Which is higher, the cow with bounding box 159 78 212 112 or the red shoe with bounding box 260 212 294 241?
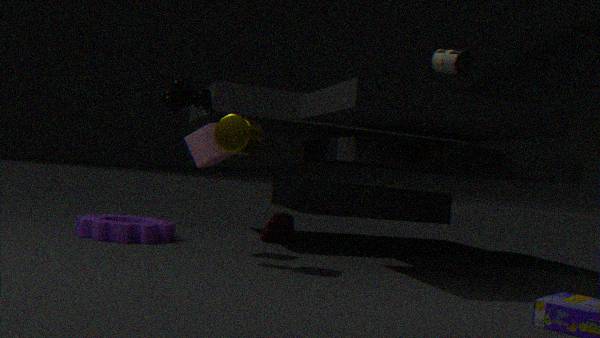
the cow with bounding box 159 78 212 112
